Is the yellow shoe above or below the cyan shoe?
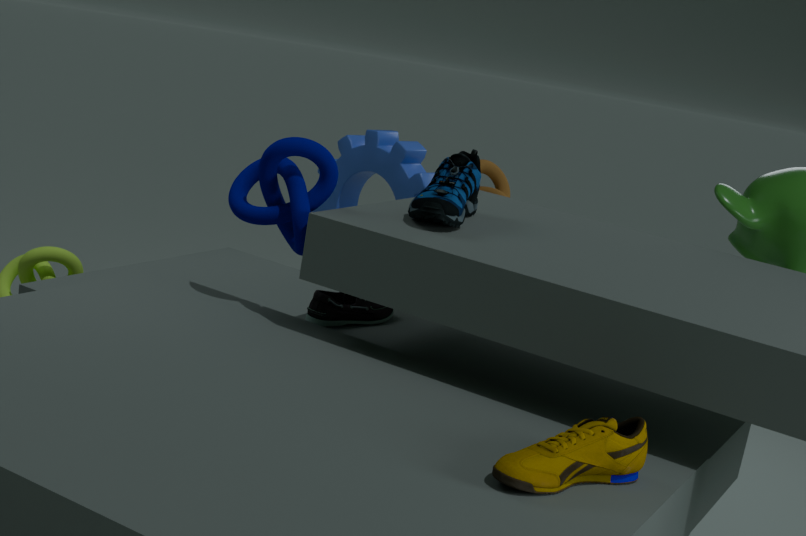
below
